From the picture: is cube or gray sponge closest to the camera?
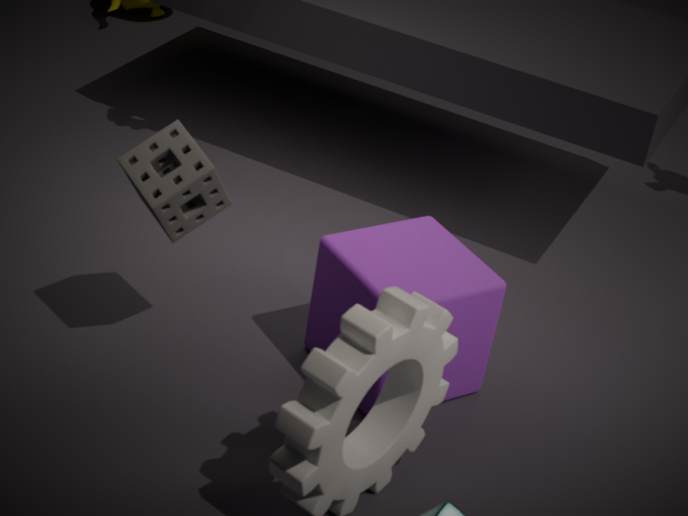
gray sponge
